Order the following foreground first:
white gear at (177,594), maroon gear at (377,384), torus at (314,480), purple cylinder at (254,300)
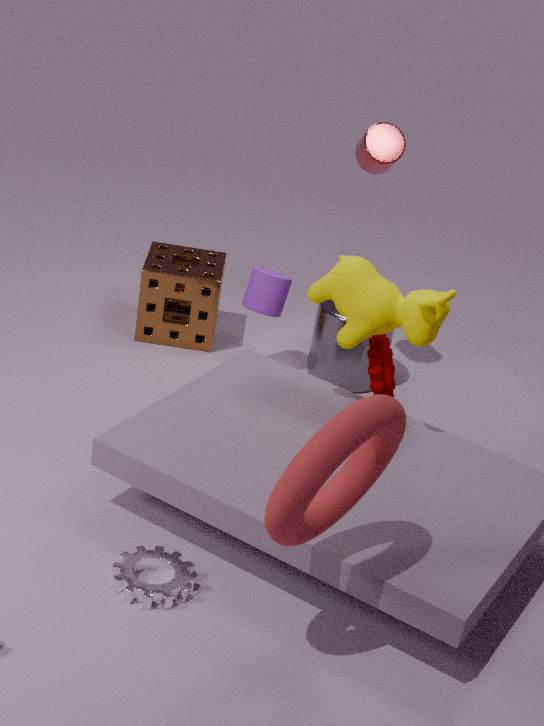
torus at (314,480) < white gear at (177,594) < maroon gear at (377,384) < purple cylinder at (254,300)
